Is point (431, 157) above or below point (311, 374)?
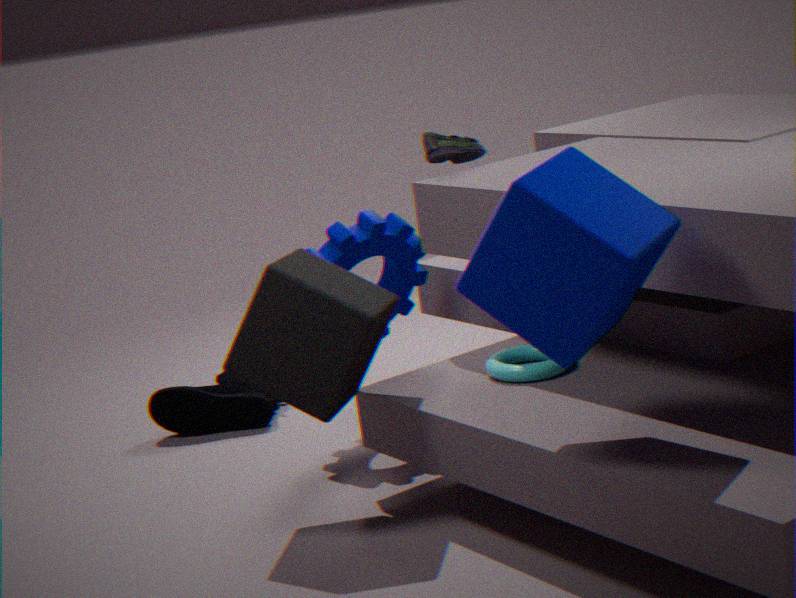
above
